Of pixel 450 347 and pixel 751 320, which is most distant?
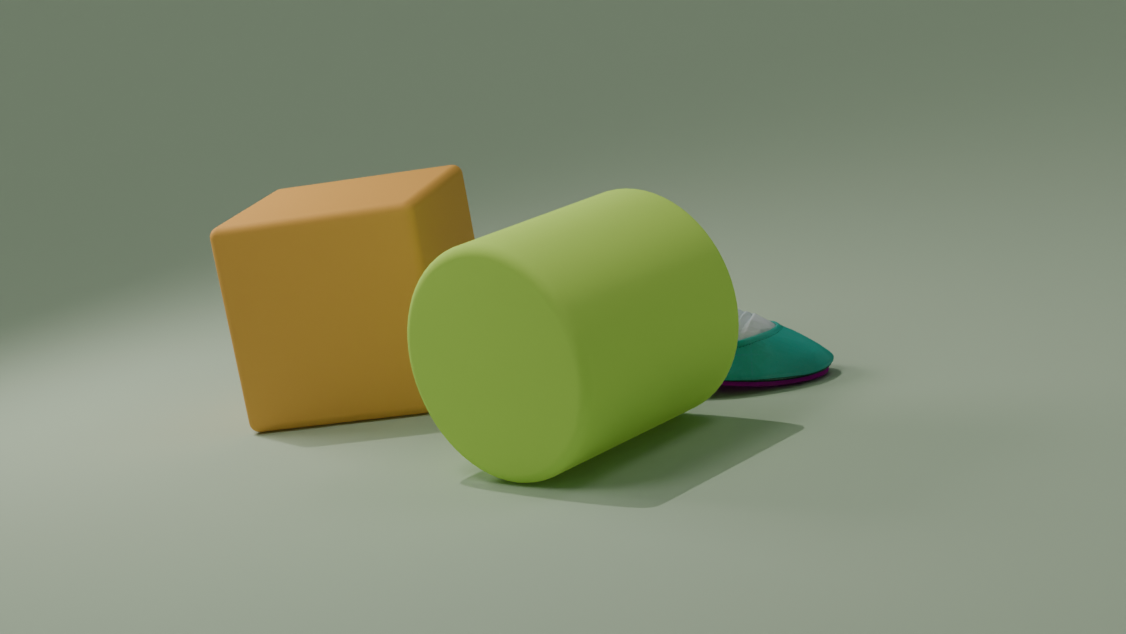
pixel 751 320
